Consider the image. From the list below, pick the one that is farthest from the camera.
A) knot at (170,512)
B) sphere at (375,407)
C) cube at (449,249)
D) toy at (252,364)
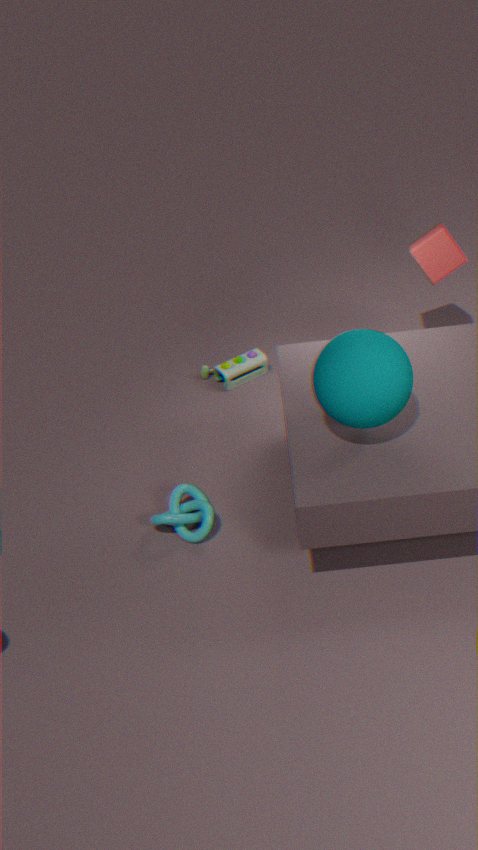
toy at (252,364)
